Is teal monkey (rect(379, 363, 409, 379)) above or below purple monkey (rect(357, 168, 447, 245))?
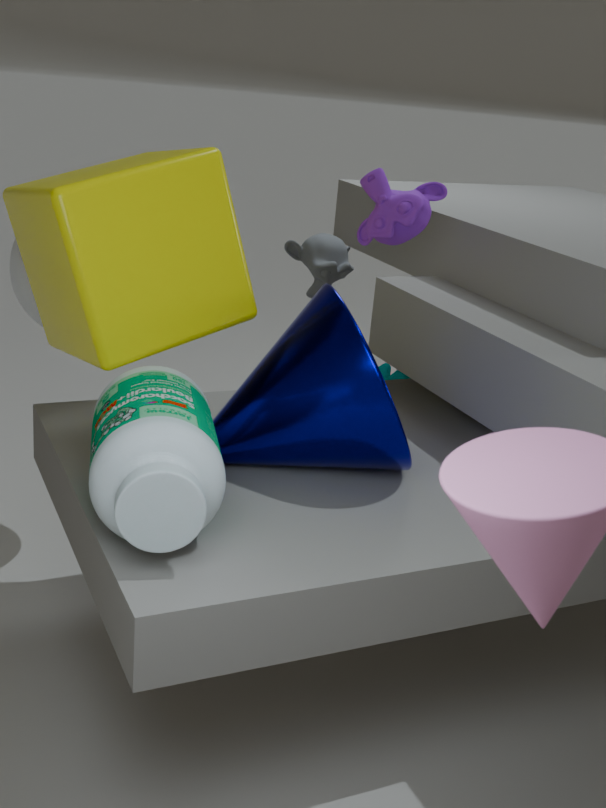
below
